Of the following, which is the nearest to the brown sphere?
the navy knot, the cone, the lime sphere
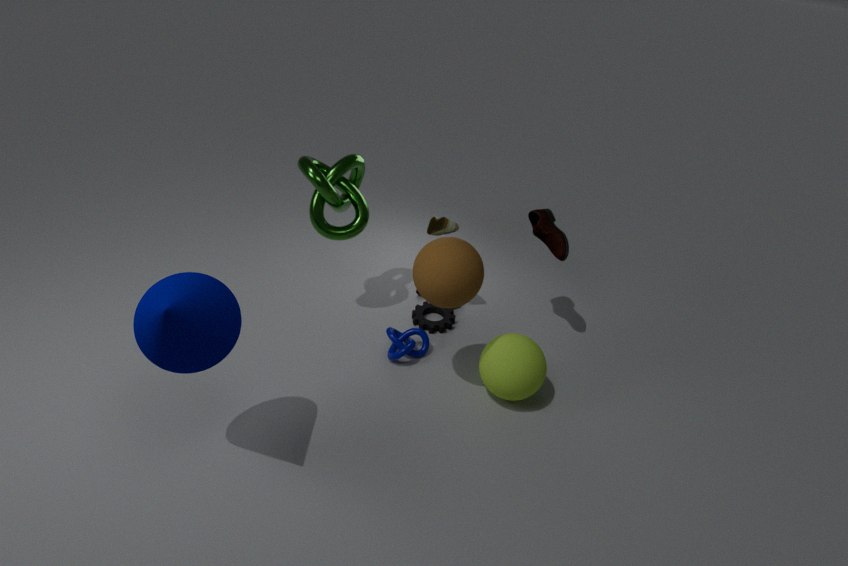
the lime sphere
